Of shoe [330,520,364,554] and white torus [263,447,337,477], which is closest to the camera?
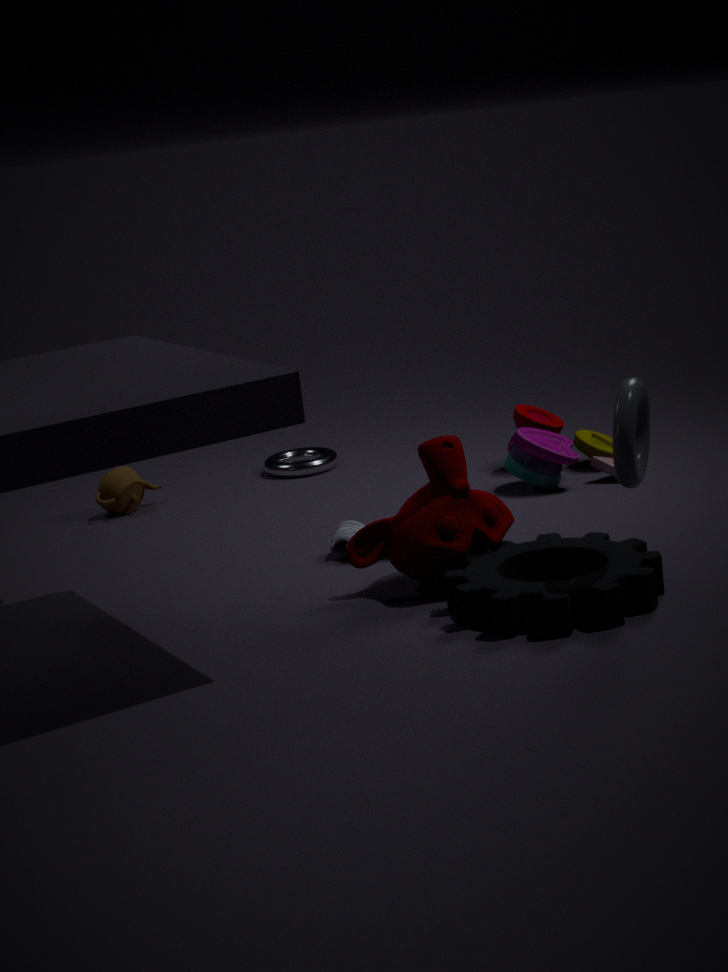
shoe [330,520,364,554]
